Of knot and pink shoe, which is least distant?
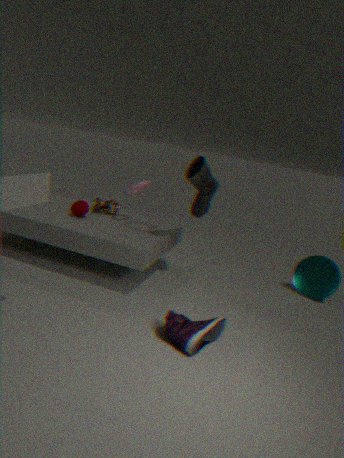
pink shoe
